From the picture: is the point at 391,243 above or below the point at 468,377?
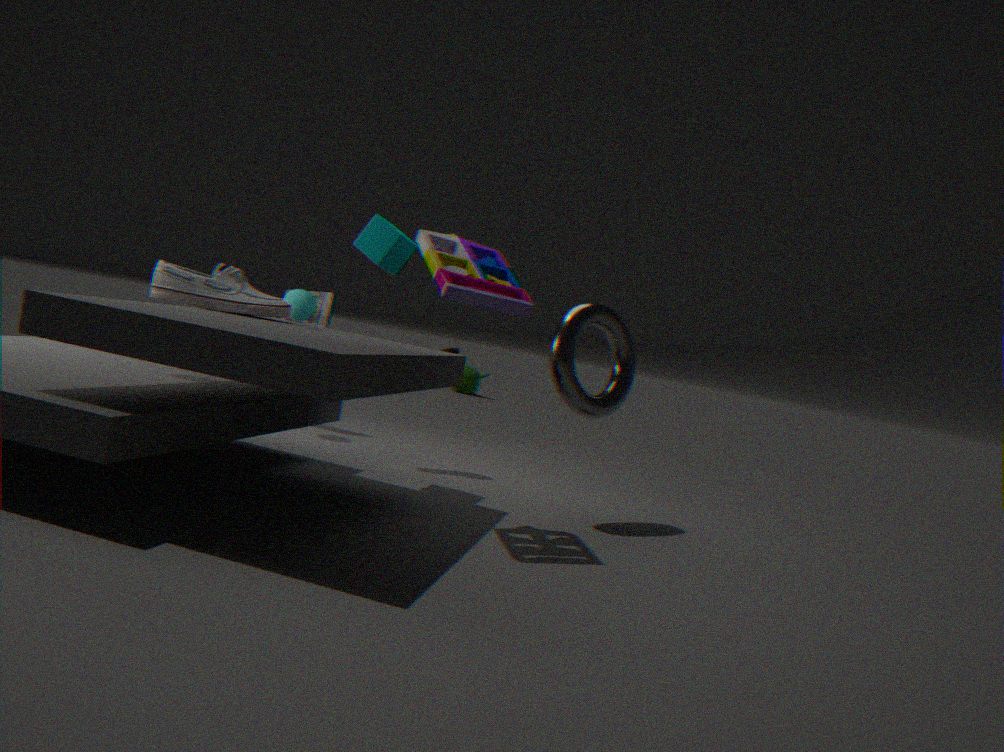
above
